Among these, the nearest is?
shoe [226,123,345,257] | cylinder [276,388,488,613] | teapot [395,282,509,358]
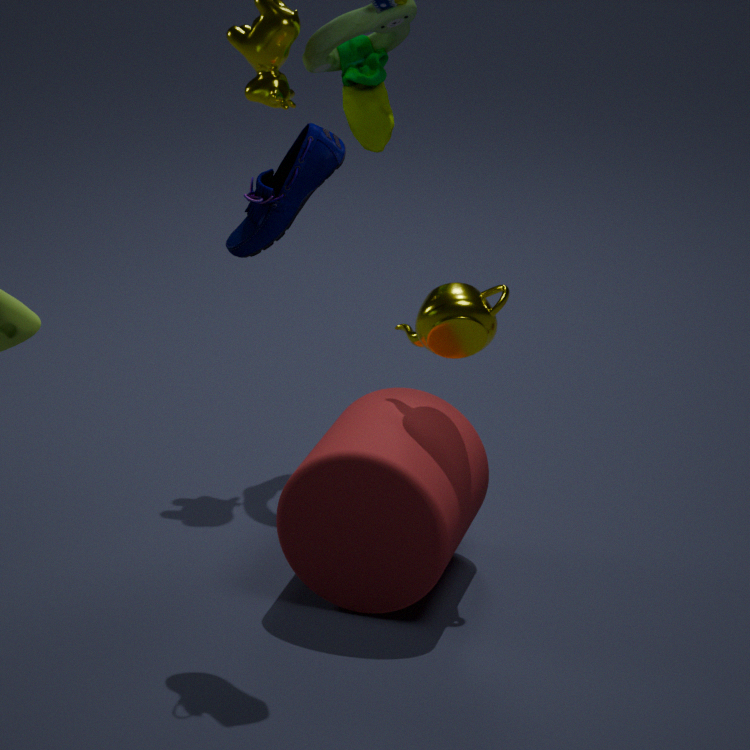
shoe [226,123,345,257]
